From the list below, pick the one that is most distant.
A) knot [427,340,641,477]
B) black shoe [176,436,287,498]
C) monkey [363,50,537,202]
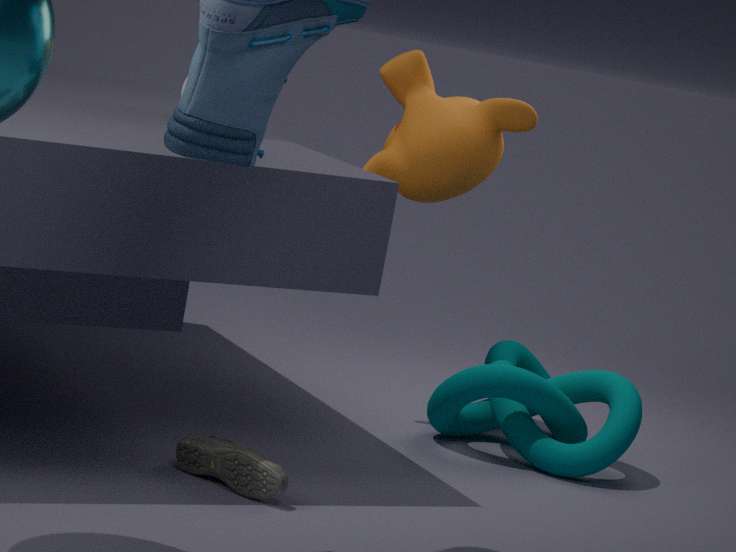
monkey [363,50,537,202]
